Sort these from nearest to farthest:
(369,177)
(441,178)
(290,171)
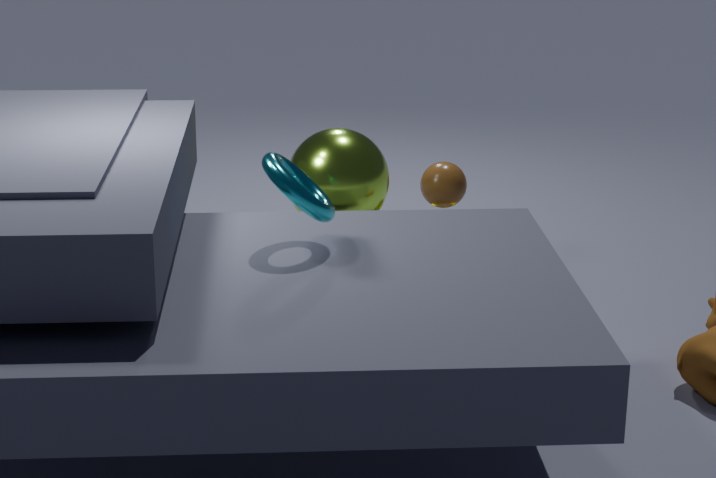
1. (290,171)
2. (369,177)
3. (441,178)
